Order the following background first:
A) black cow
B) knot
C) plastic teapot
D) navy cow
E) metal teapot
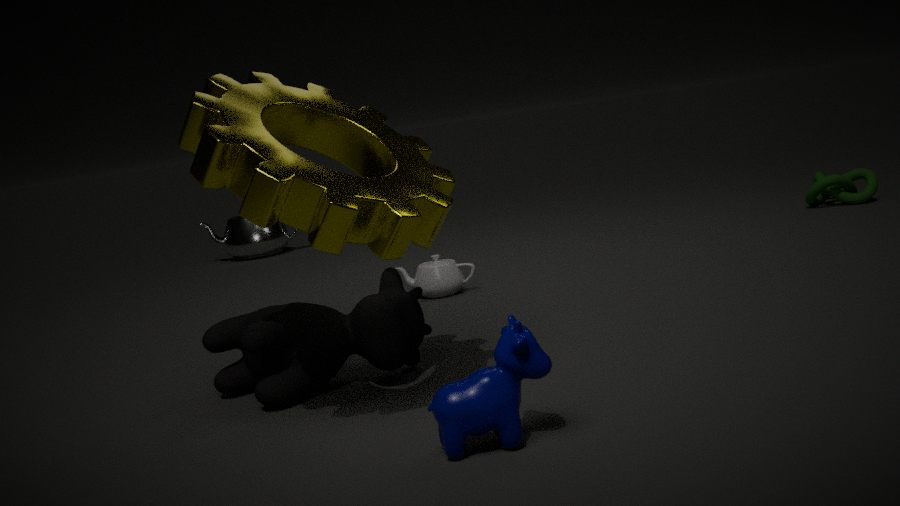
metal teapot < knot < plastic teapot < black cow < navy cow
